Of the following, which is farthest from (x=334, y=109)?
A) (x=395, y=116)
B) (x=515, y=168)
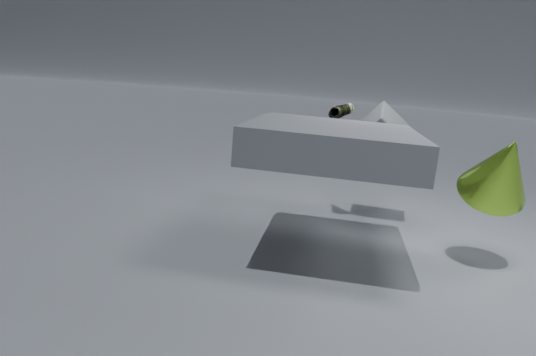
(x=515, y=168)
